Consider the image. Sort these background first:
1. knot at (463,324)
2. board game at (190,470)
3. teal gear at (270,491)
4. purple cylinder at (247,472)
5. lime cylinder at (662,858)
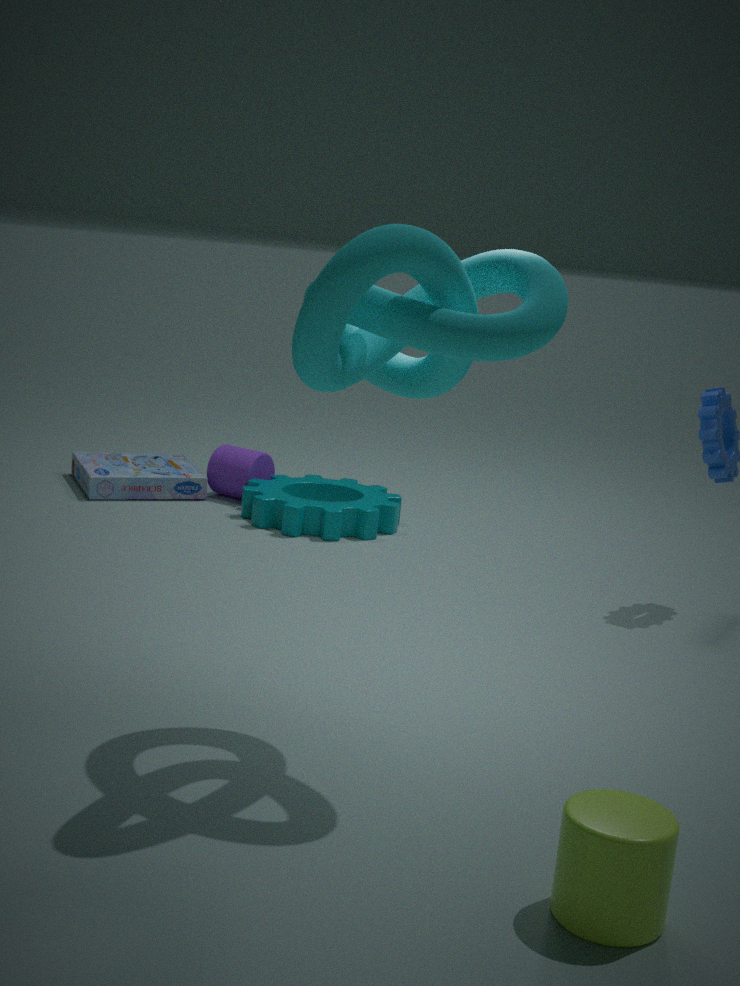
purple cylinder at (247,472)
board game at (190,470)
teal gear at (270,491)
knot at (463,324)
lime cylinder at (662,858)
